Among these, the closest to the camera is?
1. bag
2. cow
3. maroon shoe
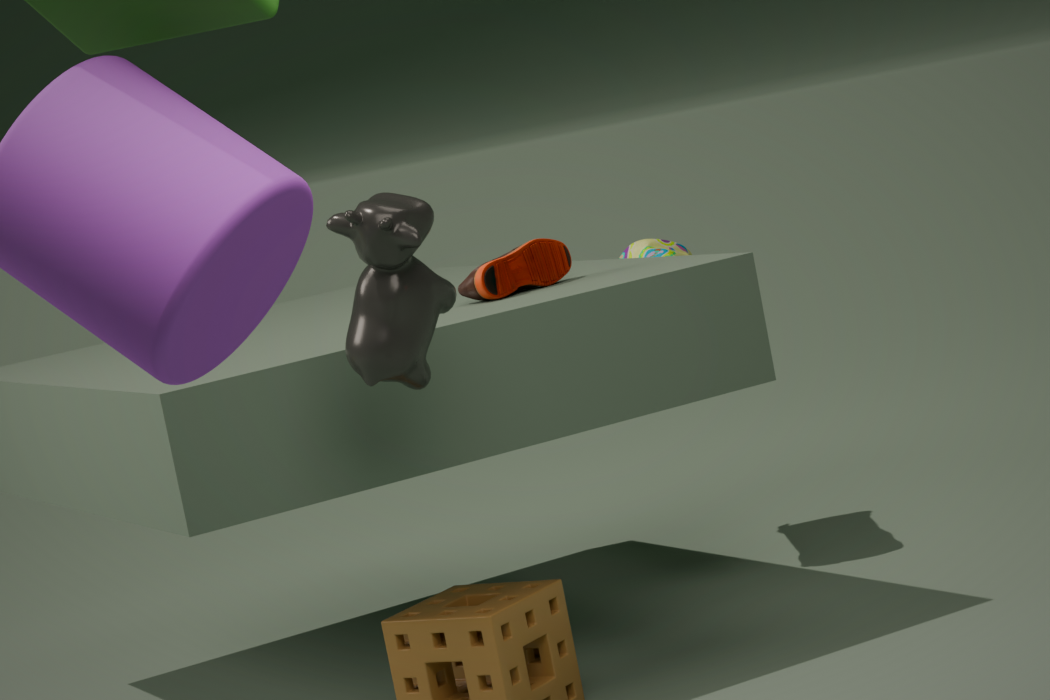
cow
